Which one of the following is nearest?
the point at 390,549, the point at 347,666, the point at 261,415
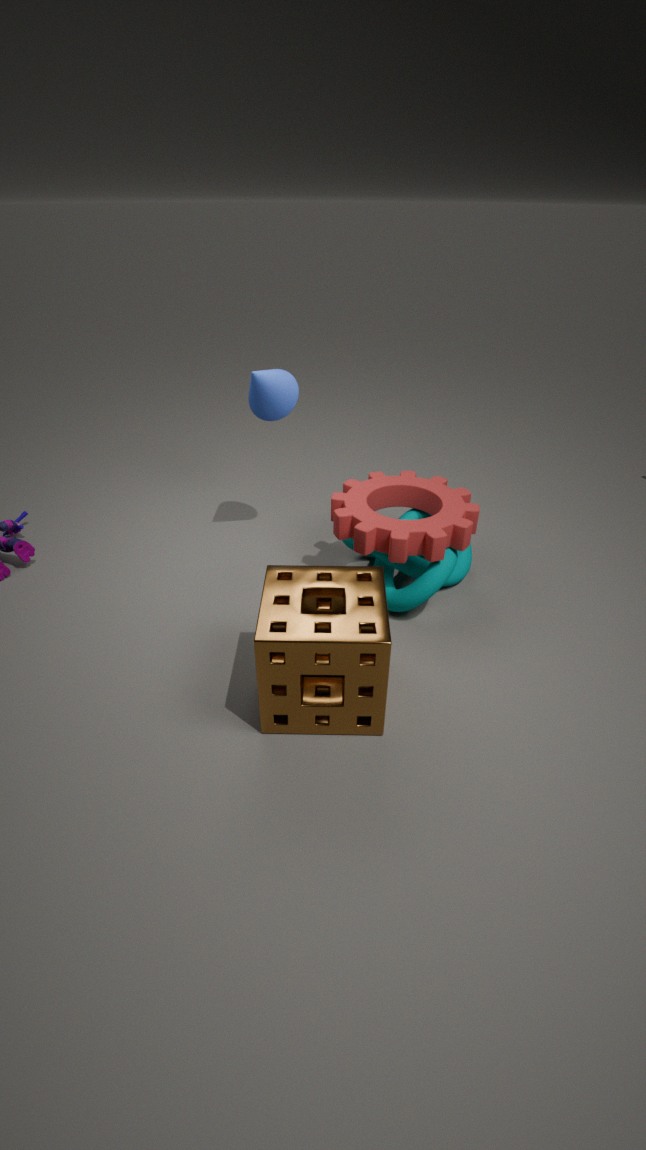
the point at 347,666
